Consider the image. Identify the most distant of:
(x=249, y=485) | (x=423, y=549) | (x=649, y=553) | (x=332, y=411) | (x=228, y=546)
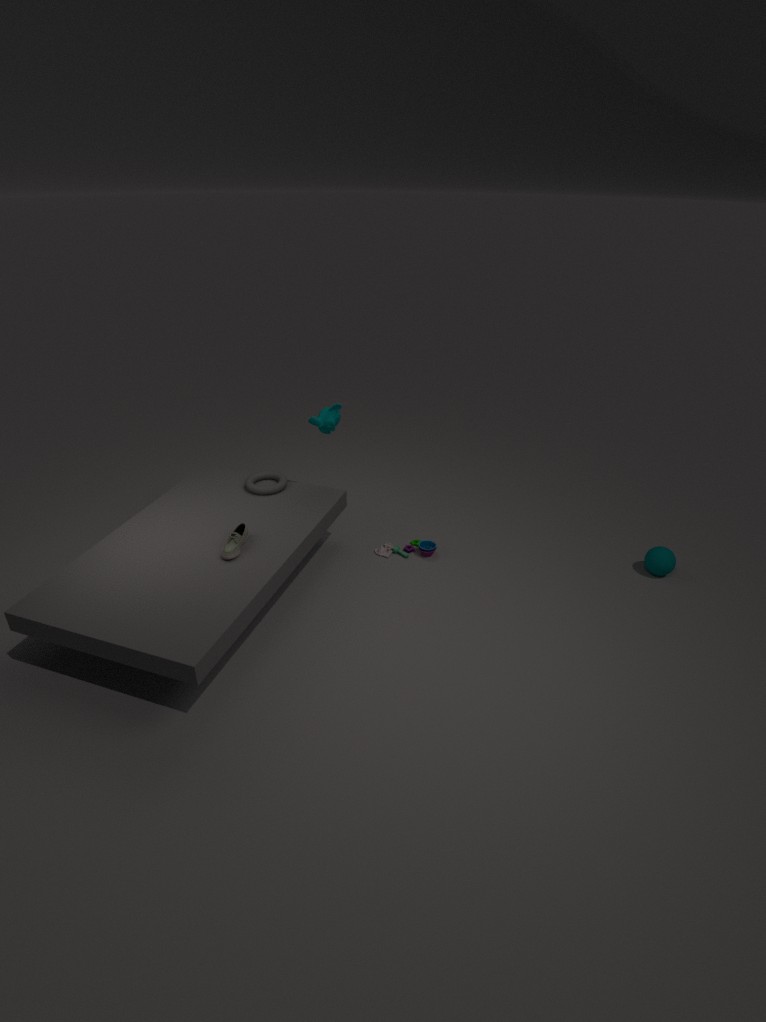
(x=423, y=549)
